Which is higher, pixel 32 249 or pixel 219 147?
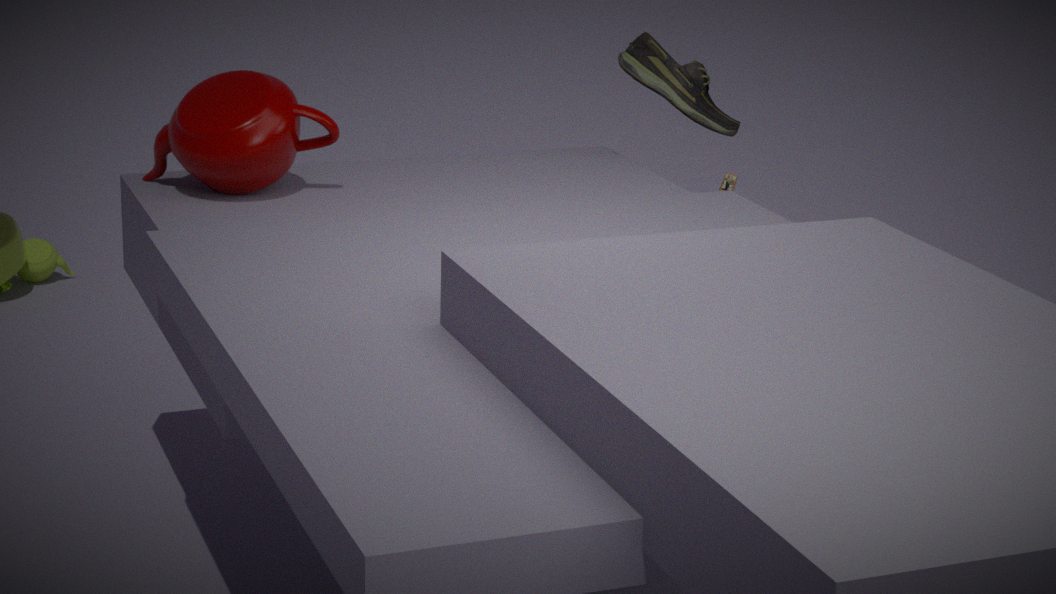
pixel 219 147
